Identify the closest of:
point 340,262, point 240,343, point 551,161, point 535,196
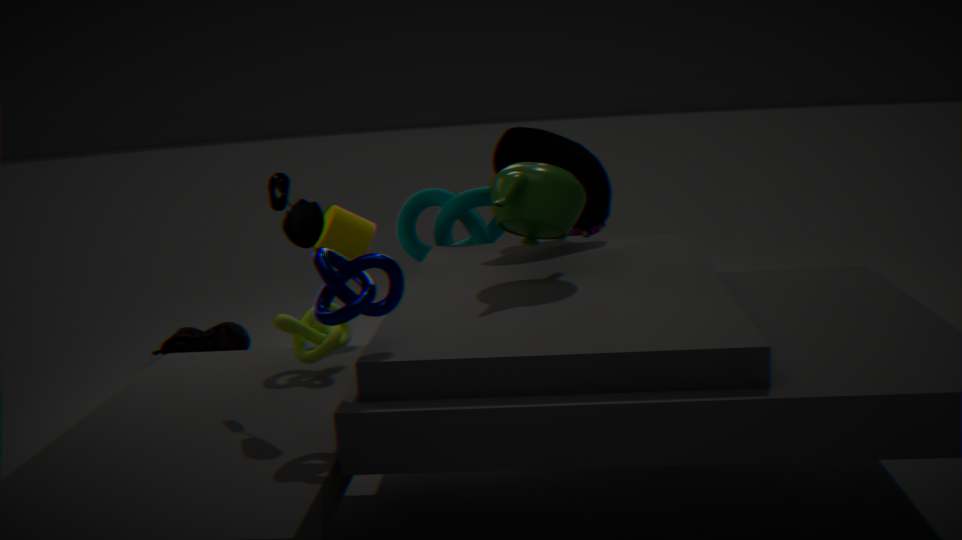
point 340,262
